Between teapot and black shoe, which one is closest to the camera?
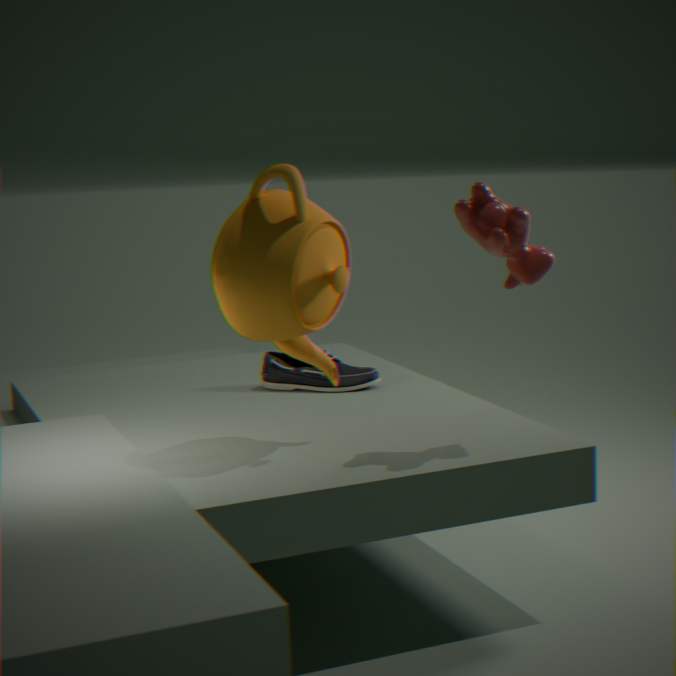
teapot
